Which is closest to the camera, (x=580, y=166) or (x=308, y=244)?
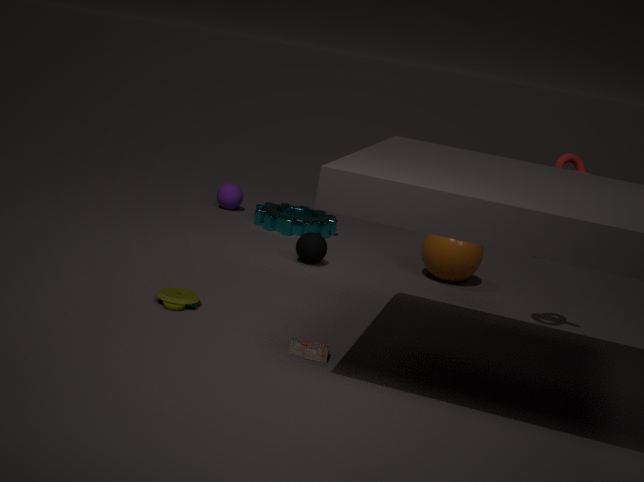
(x=580, y=166)
